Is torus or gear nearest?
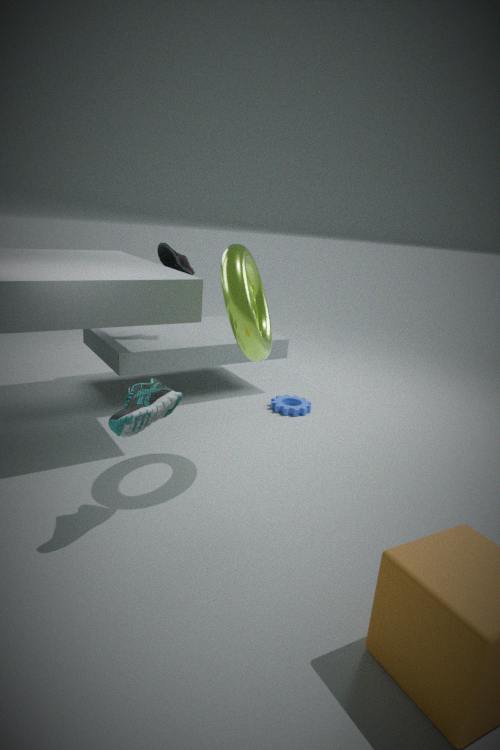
torus
